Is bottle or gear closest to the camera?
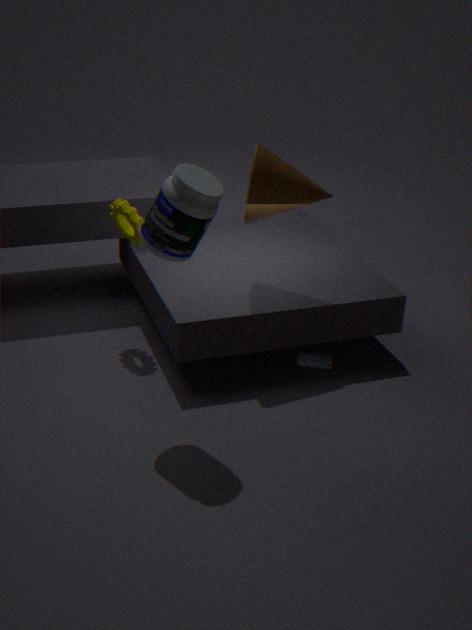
bottle
